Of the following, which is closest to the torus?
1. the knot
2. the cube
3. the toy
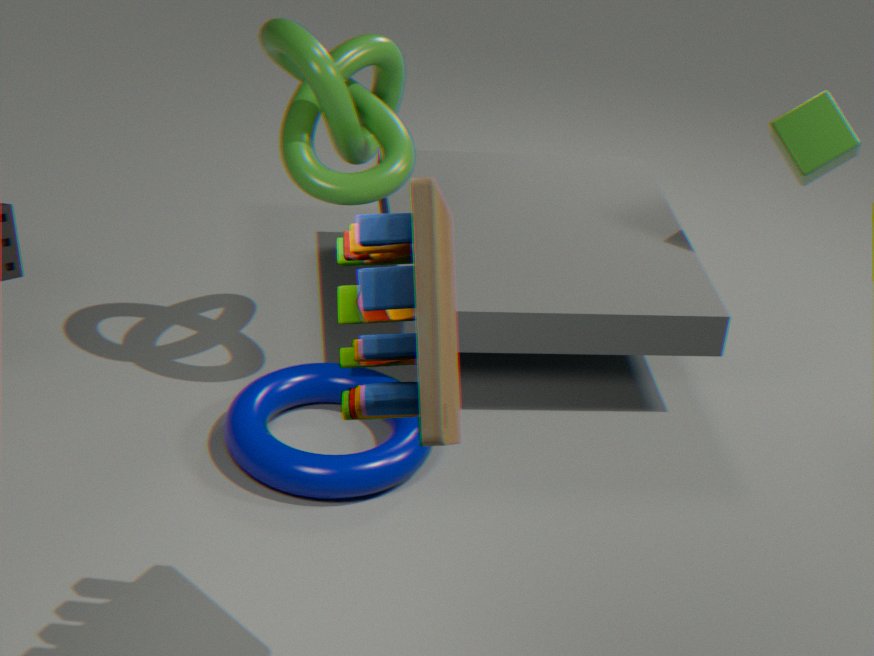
the knot
